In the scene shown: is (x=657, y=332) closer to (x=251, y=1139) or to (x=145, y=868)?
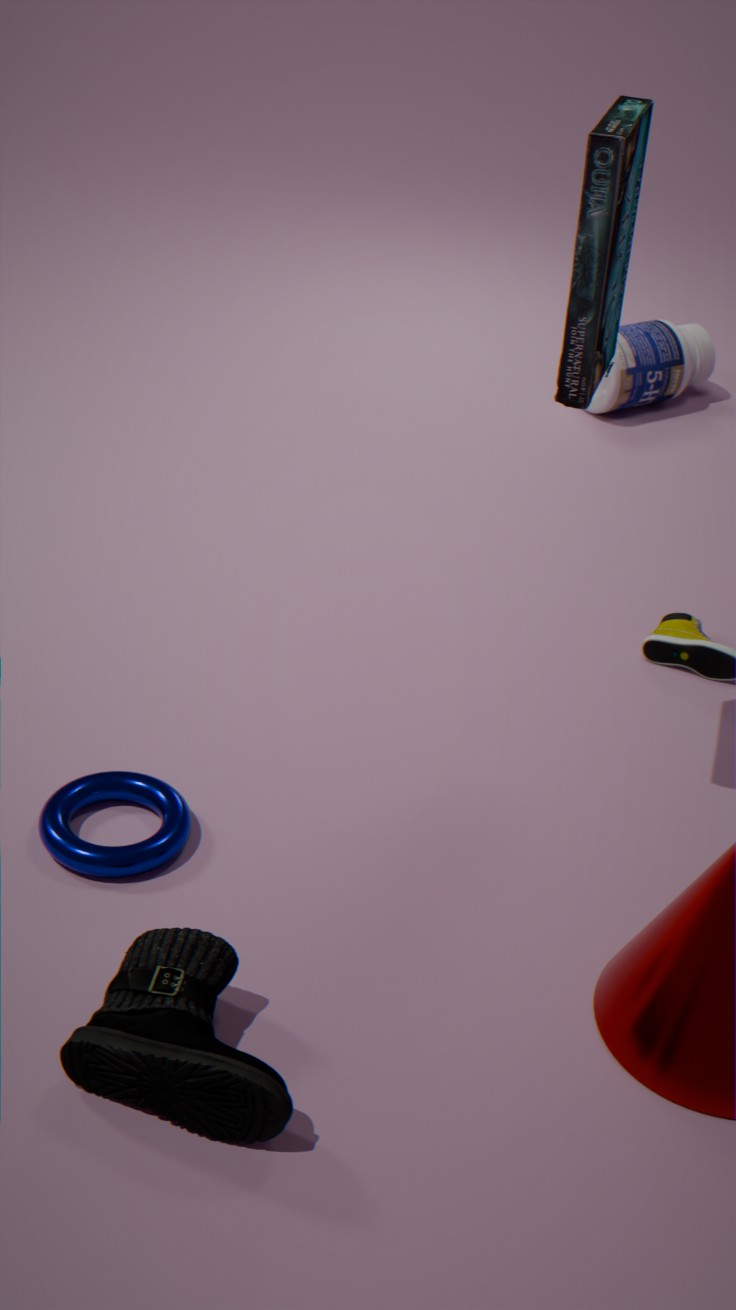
(x=145, y=868)
